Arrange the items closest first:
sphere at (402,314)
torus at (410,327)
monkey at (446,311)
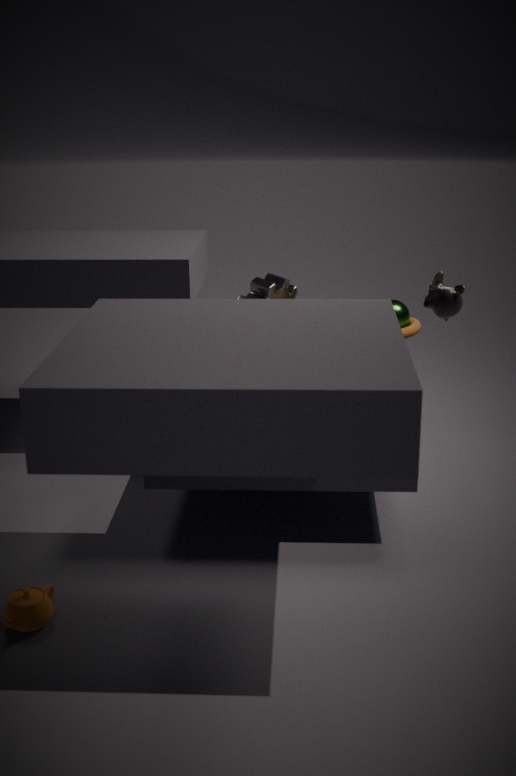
monkey at (446,311)
torus at (410,327)
sphere at (402,314)
